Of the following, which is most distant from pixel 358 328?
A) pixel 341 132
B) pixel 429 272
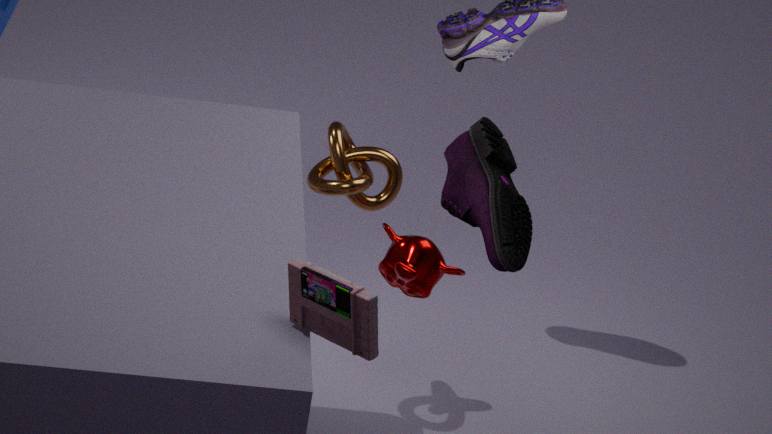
pixel 341 132
